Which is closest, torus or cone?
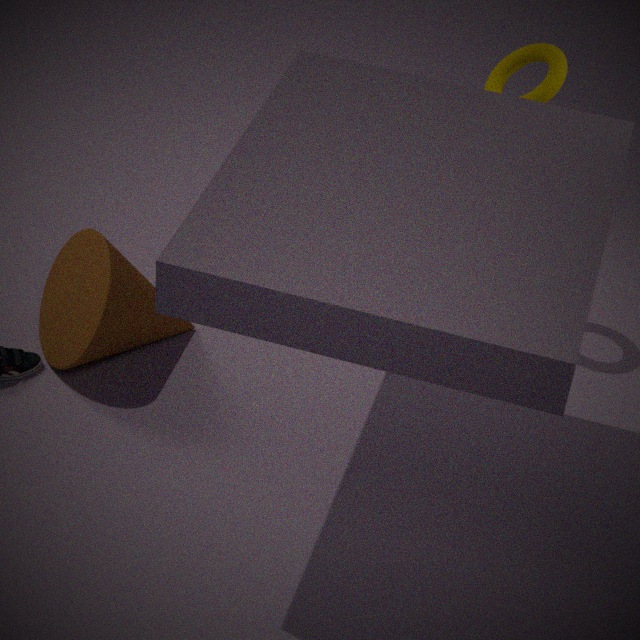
cone
